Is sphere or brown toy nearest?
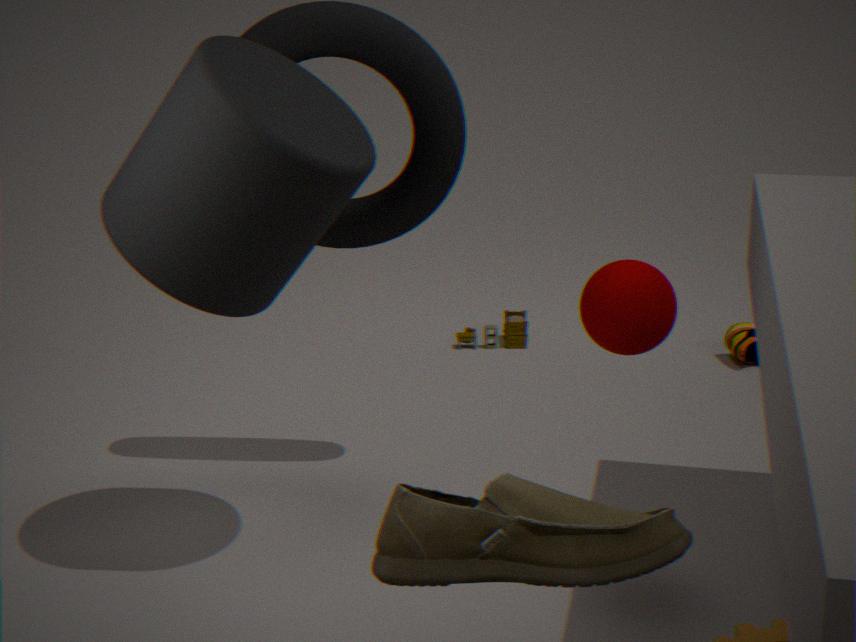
sphere
